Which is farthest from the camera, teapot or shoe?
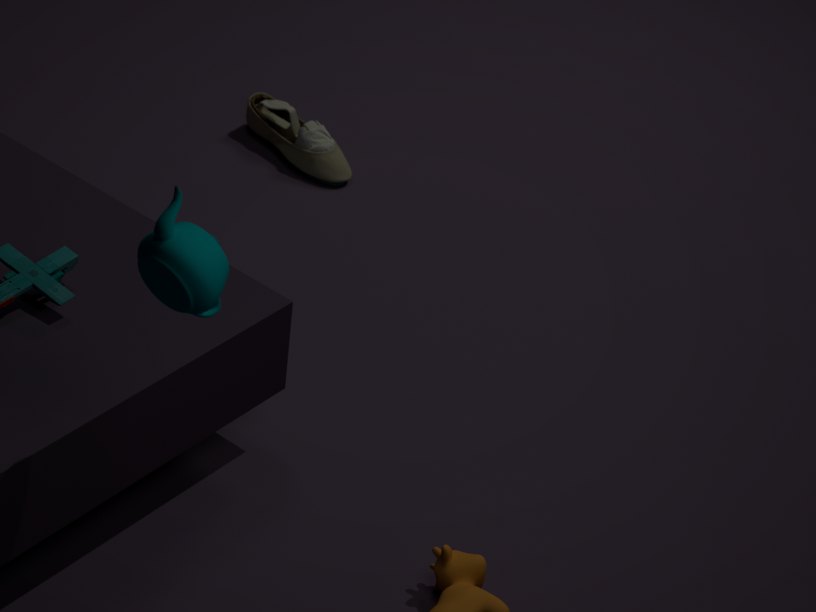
shoe
